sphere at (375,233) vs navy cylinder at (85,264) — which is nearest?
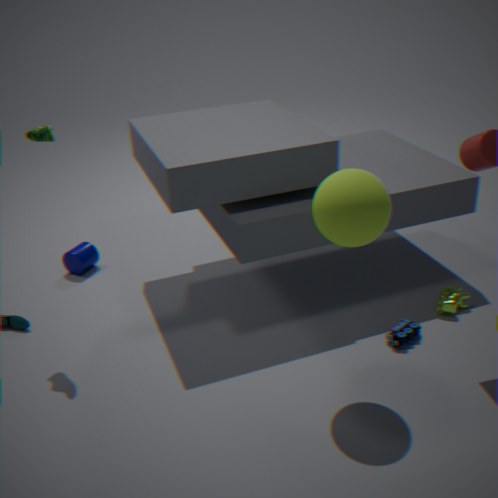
sphere at (375,233)
